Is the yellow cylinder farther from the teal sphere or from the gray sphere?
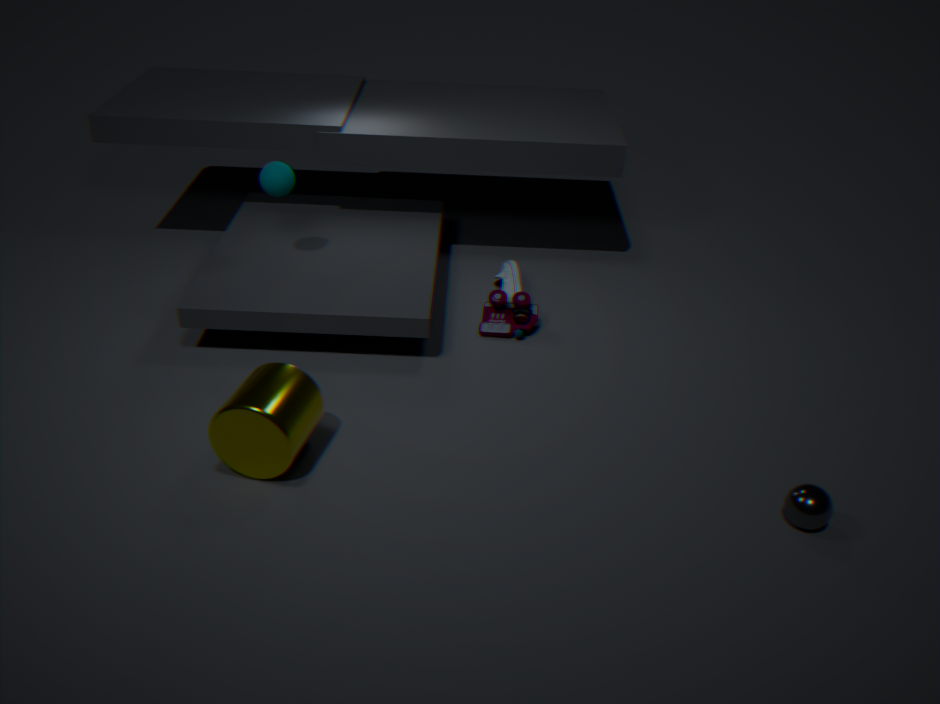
the gray sphere
